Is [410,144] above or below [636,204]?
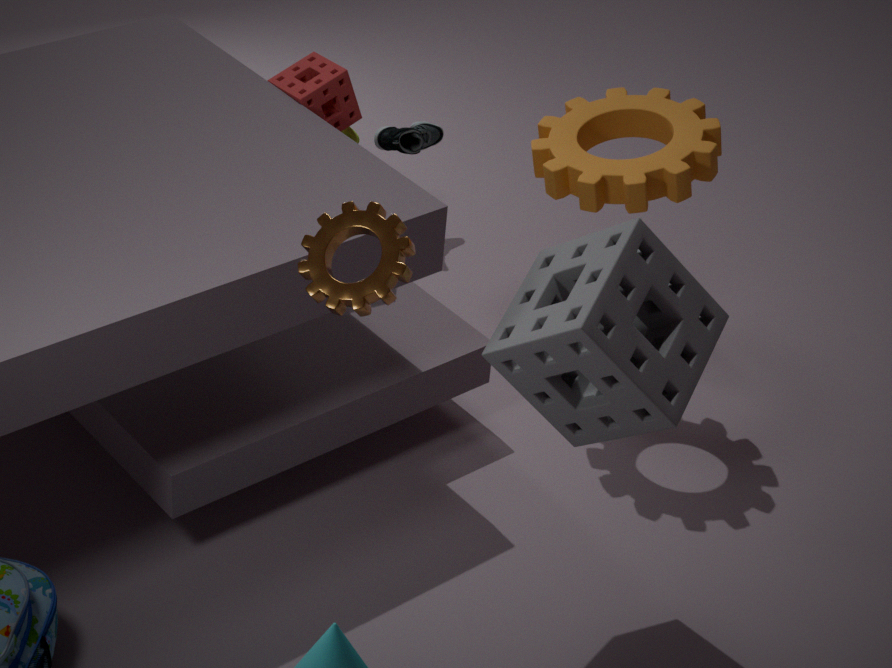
below
